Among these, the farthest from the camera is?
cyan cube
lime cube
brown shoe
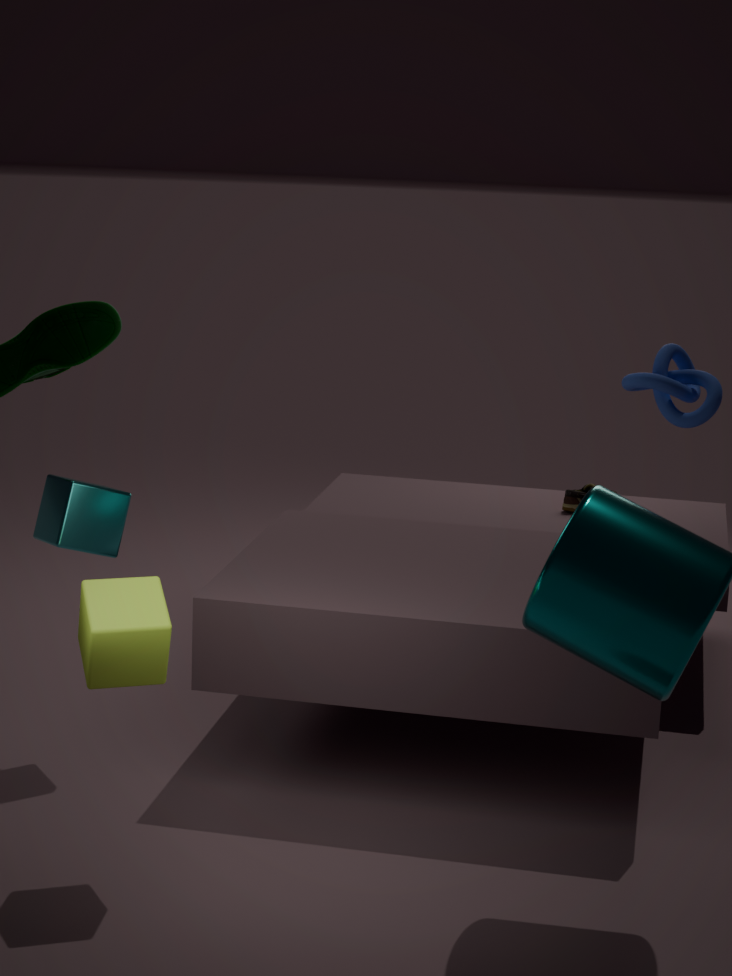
brown shoe
